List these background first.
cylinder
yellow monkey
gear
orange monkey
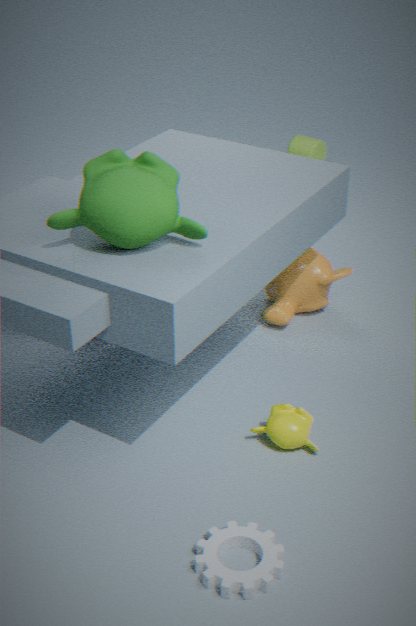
cylinder
orange monkey
yellow monkey
gear
